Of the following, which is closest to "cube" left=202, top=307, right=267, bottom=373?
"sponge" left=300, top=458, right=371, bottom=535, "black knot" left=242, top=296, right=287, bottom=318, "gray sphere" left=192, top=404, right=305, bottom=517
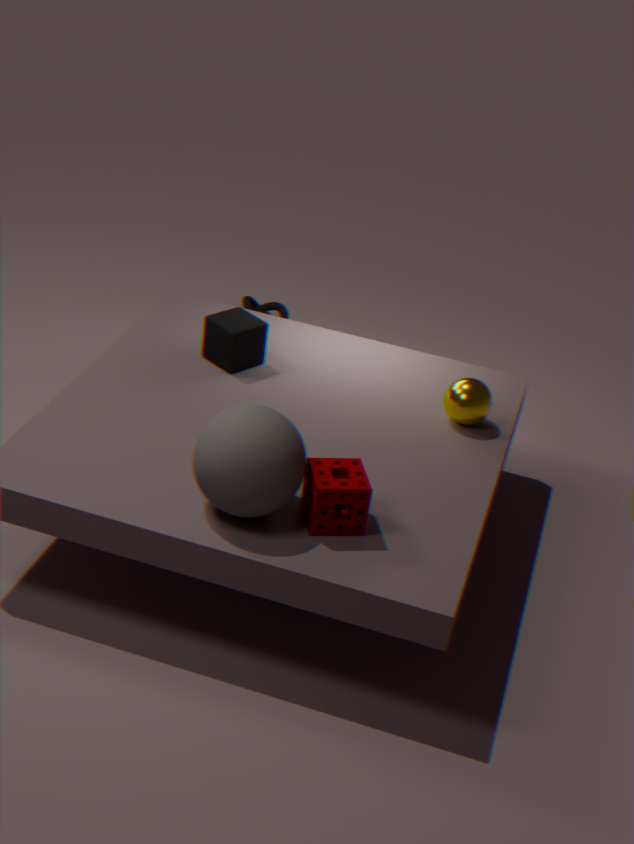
"gray sphere" left=192, top=404, right=305, bottom=517
